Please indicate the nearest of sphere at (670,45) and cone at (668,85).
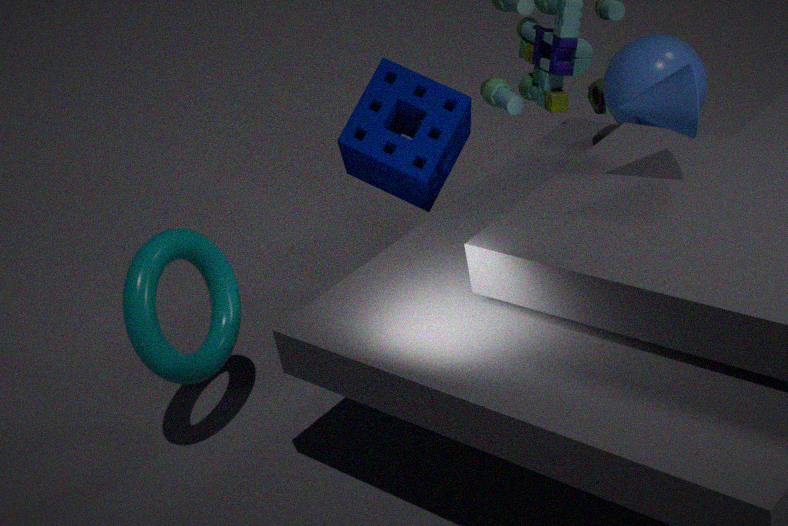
cone at (668,85)
